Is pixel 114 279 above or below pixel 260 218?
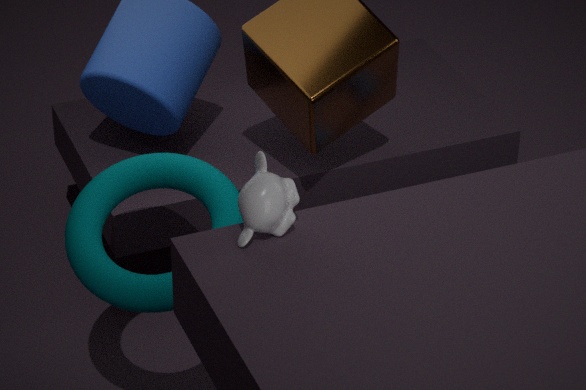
below
